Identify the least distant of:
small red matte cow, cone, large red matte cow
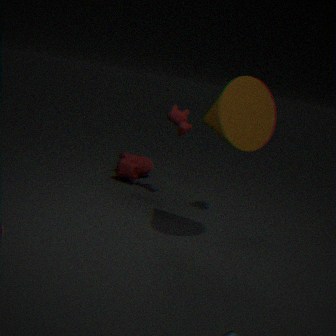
cone
